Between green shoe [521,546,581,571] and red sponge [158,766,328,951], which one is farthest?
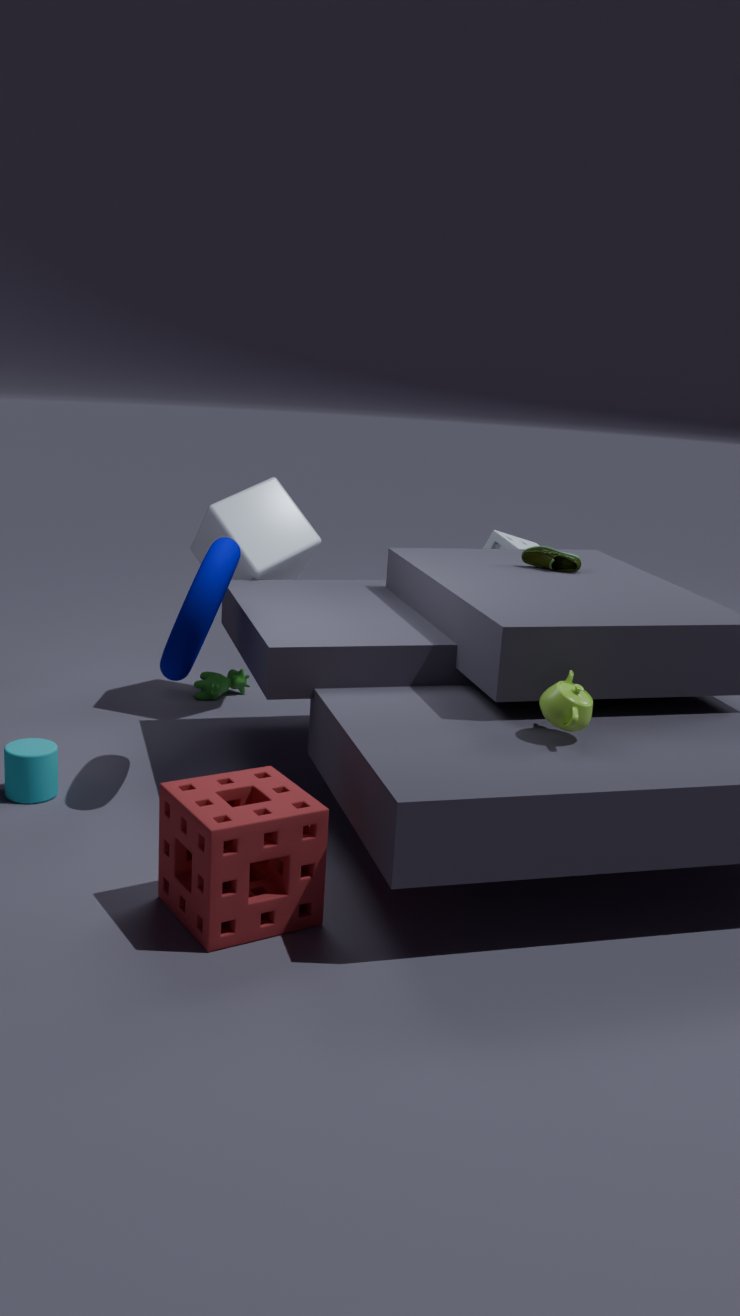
green shoe [521,546,581,571]
